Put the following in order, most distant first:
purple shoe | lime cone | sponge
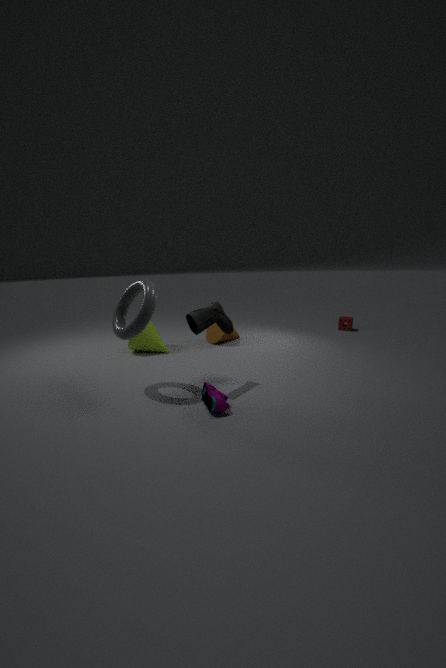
sponge, lime cone, purple shoe
